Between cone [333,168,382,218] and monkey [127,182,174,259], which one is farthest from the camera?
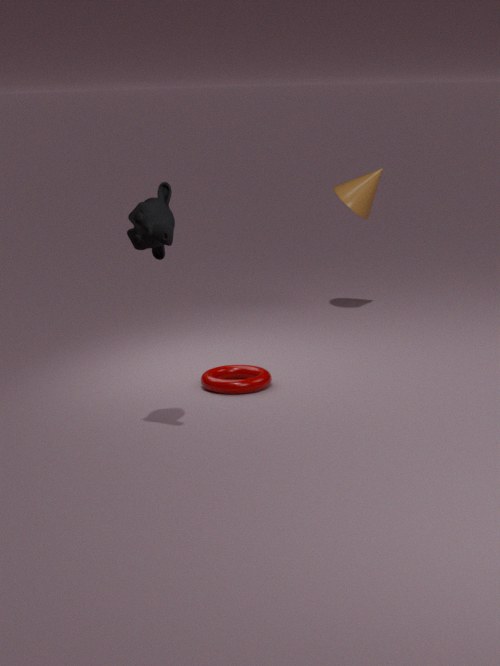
cone [333,168,382,218]
